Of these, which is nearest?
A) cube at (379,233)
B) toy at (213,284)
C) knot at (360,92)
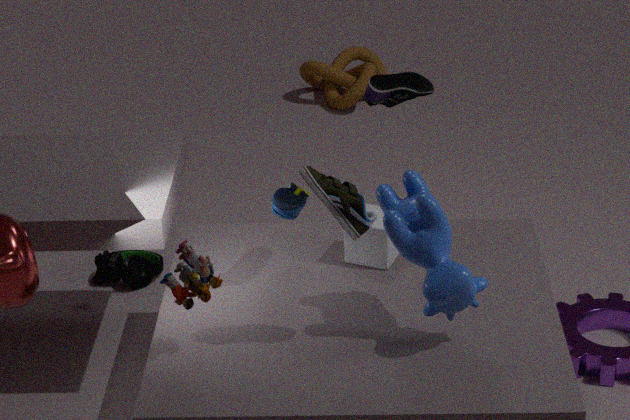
toy at (213,284)
